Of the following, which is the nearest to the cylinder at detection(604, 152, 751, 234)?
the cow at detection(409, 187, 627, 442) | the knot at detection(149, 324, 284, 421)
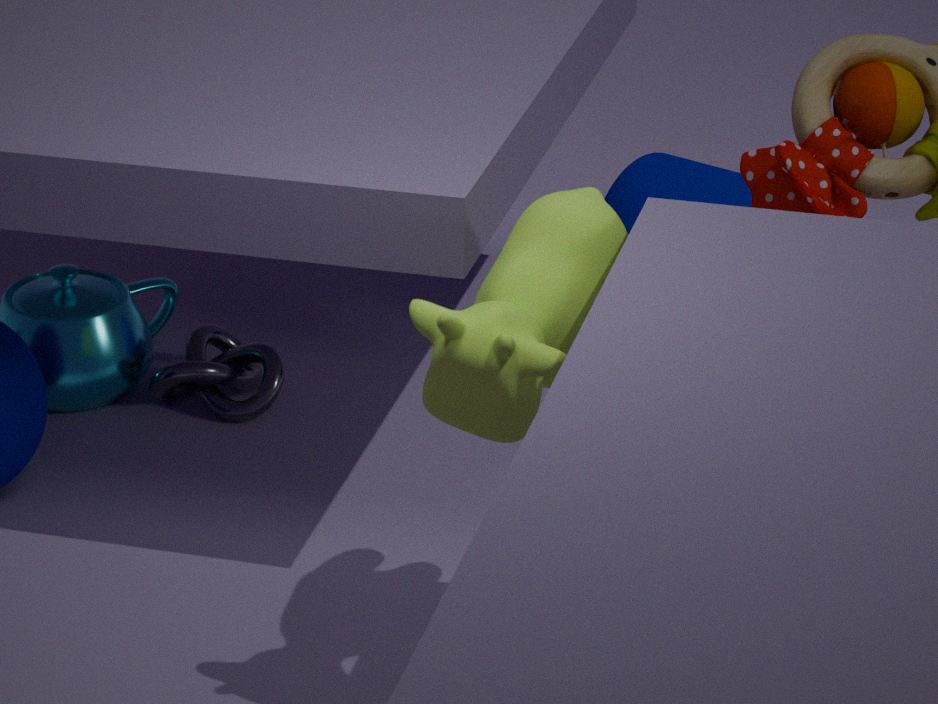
the knot at detection(149, 324, 284, 421)
